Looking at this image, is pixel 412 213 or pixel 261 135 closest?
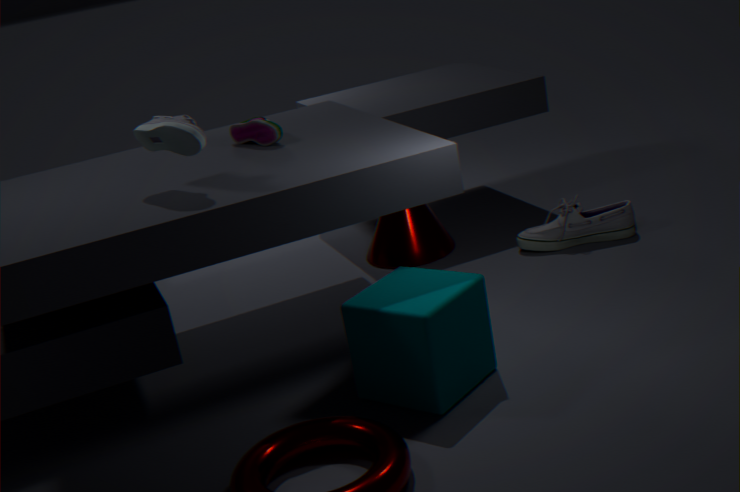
pixel 261 135
